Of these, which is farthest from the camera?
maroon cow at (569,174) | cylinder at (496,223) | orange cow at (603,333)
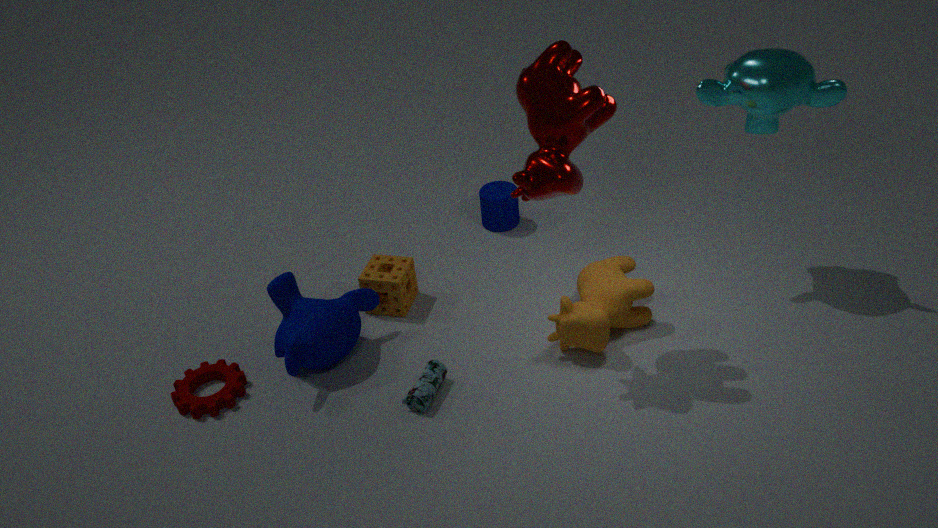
cylinder at (496,223)
